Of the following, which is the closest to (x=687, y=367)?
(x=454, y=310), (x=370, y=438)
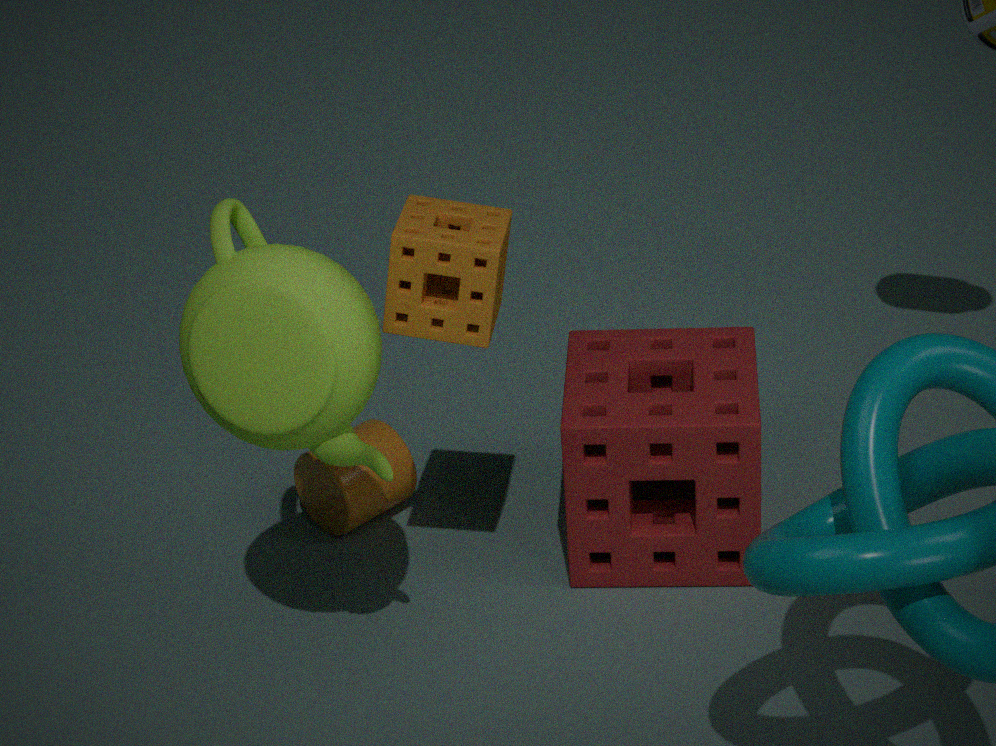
(x=370, y=438)
